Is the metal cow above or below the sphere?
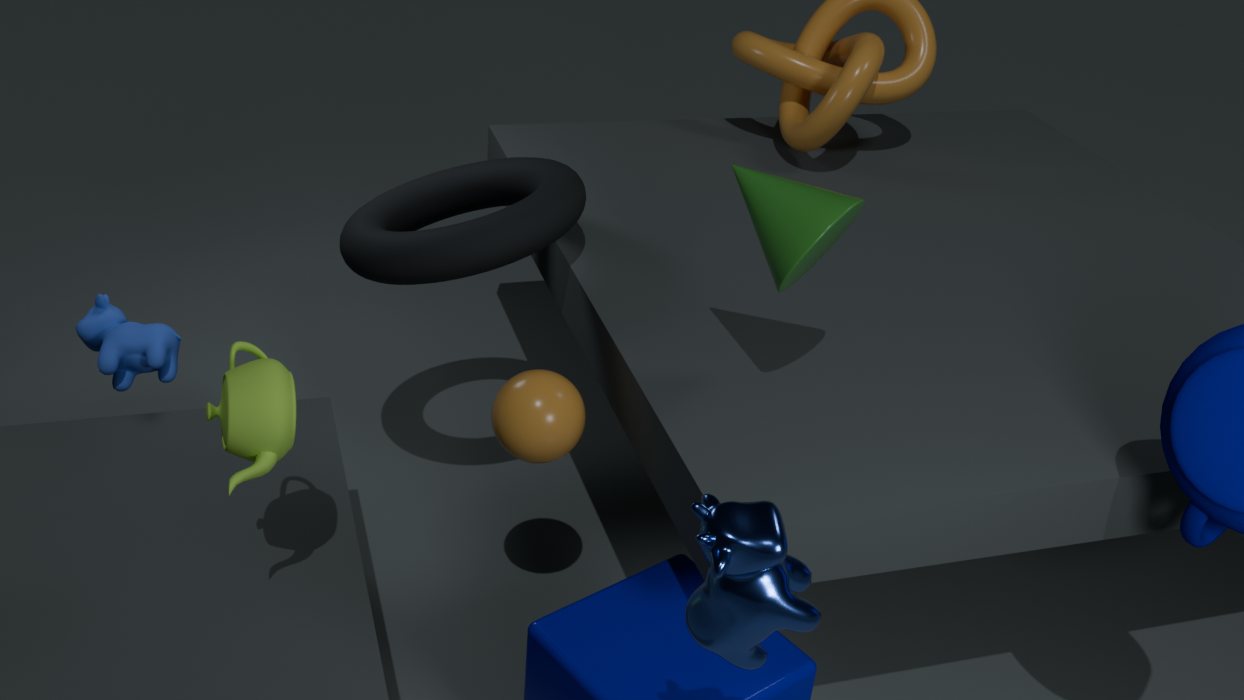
above
